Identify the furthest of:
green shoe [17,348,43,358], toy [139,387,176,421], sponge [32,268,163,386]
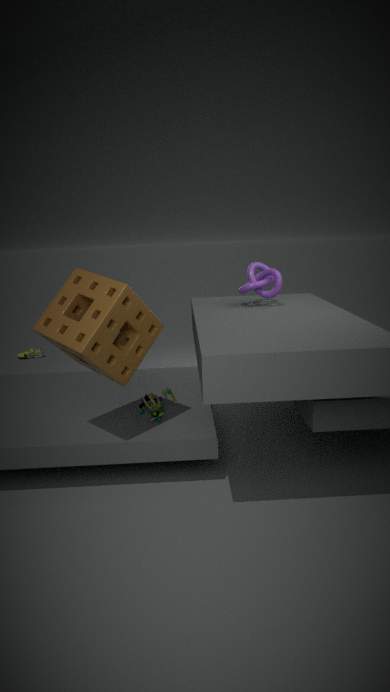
green shoe [17,348,43,358]
